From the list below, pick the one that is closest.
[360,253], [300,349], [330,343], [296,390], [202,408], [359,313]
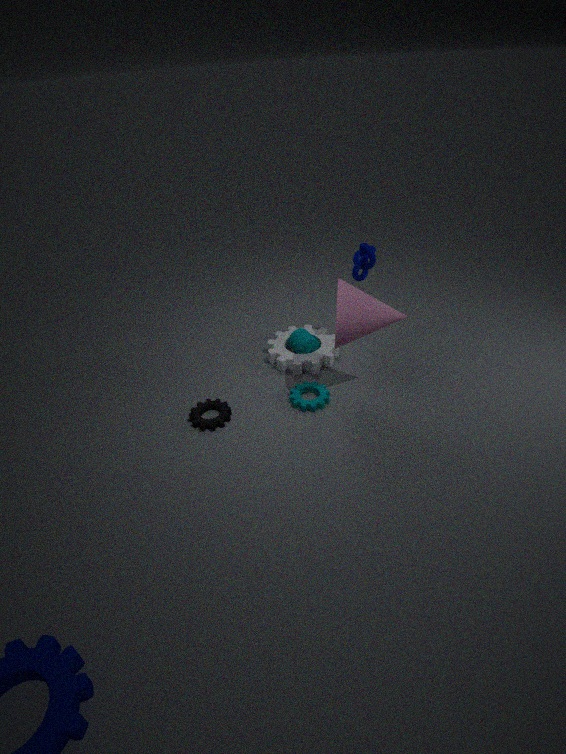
[359,313]
